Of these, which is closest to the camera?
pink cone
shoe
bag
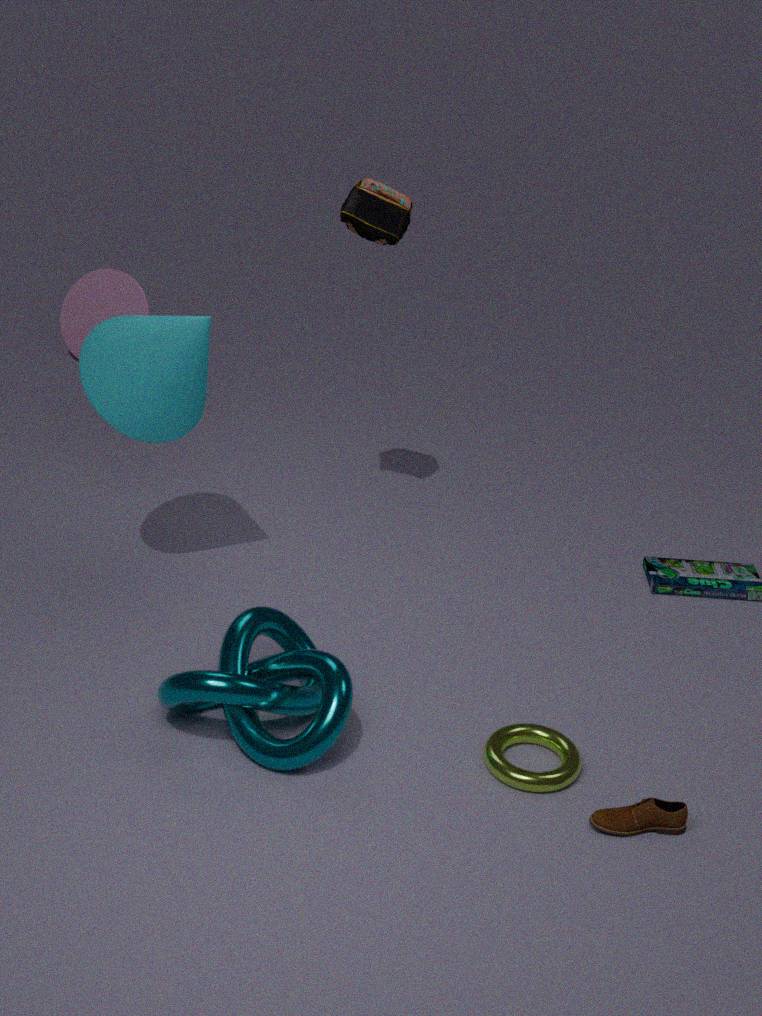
shoe
